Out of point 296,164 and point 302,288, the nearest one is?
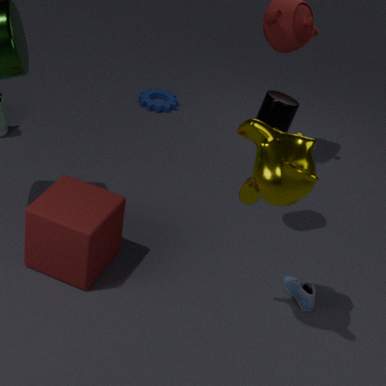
point 296,164
